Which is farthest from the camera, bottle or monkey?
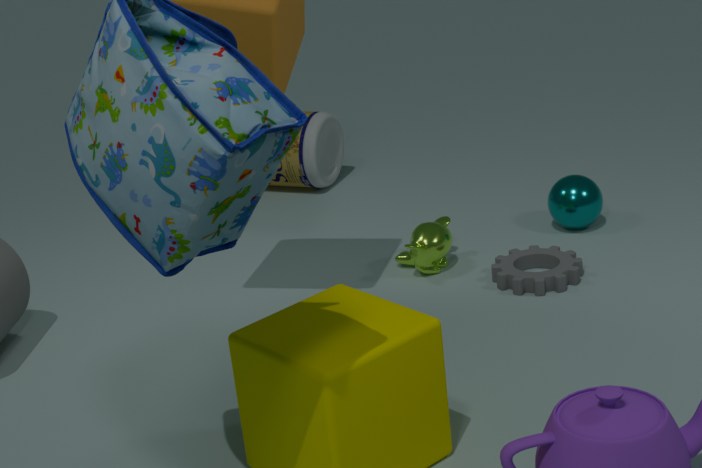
bottle
